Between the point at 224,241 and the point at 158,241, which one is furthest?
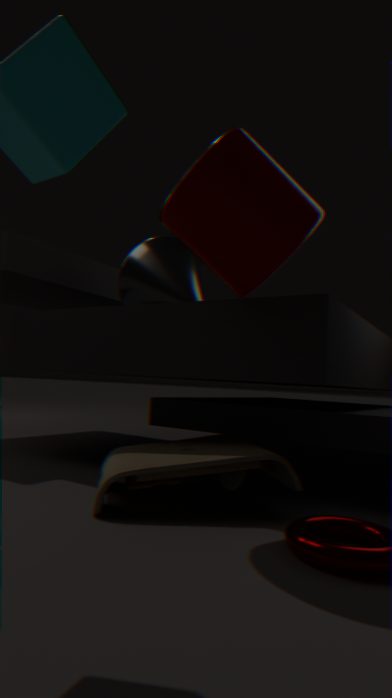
the point at 158,241
